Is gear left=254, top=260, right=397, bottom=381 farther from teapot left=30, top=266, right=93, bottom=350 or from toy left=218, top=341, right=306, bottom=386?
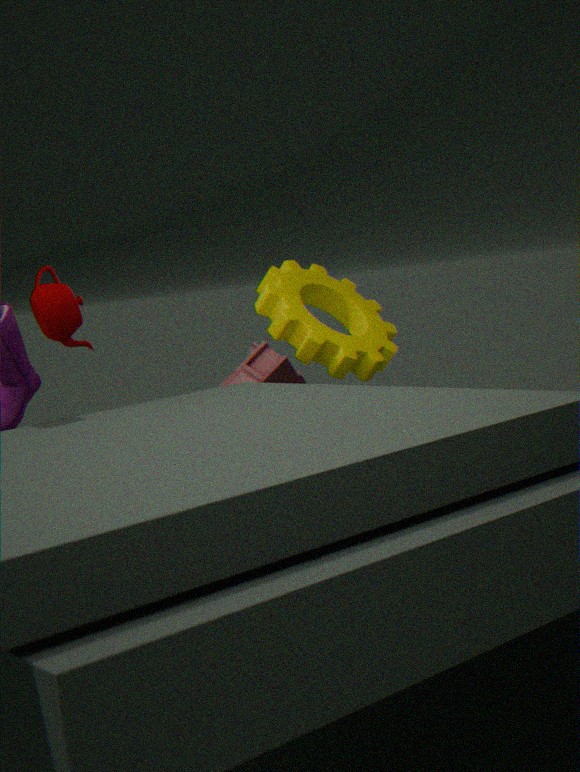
teapot left=30, top=266, right=93, bottom=350
